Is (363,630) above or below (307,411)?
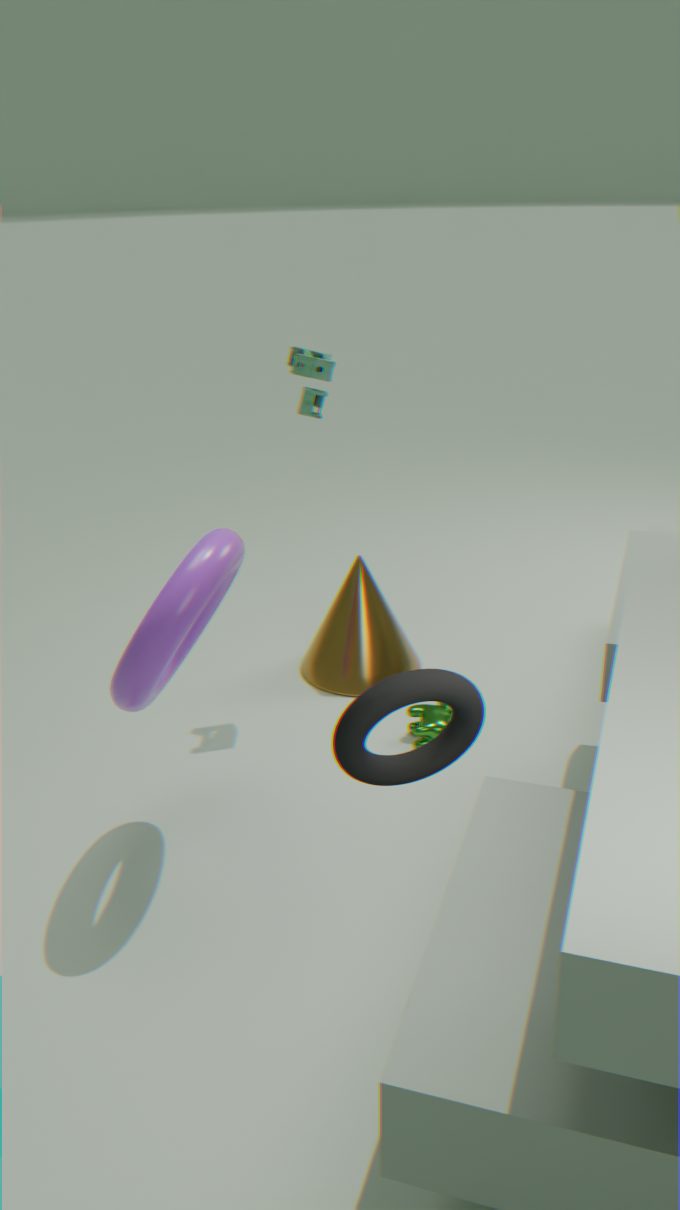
below
